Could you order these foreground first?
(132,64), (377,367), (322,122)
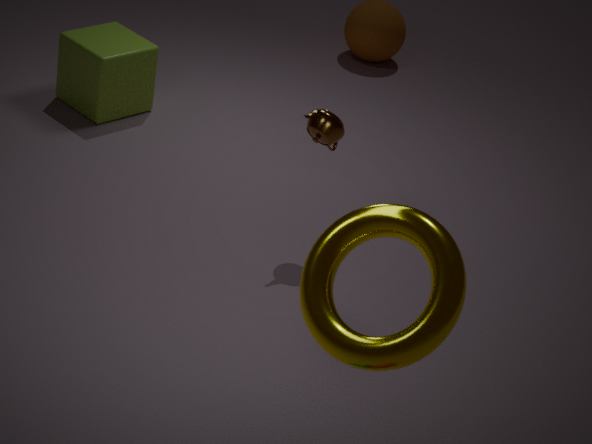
(377,367) → (322,122) → (132,64)
